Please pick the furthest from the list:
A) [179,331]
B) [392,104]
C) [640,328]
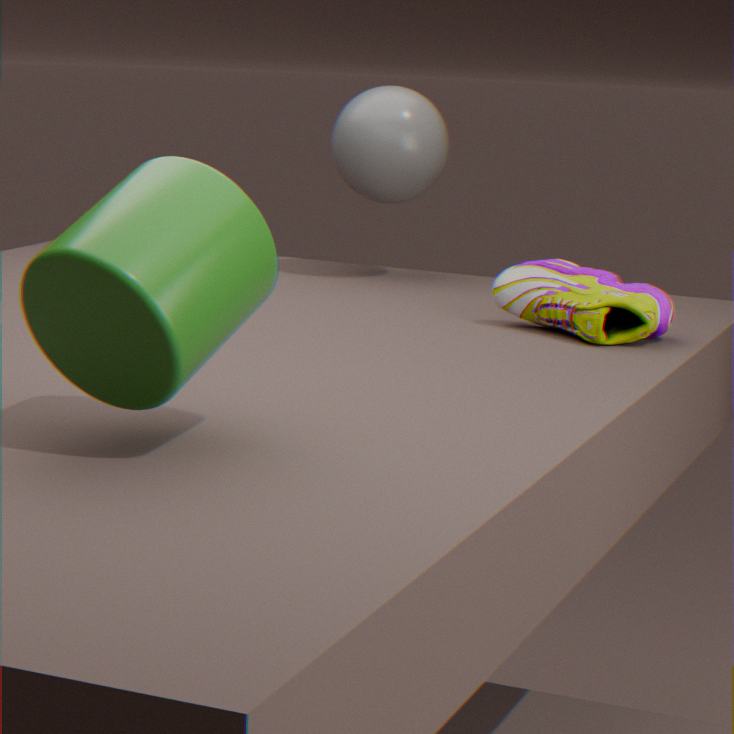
[392,104]
